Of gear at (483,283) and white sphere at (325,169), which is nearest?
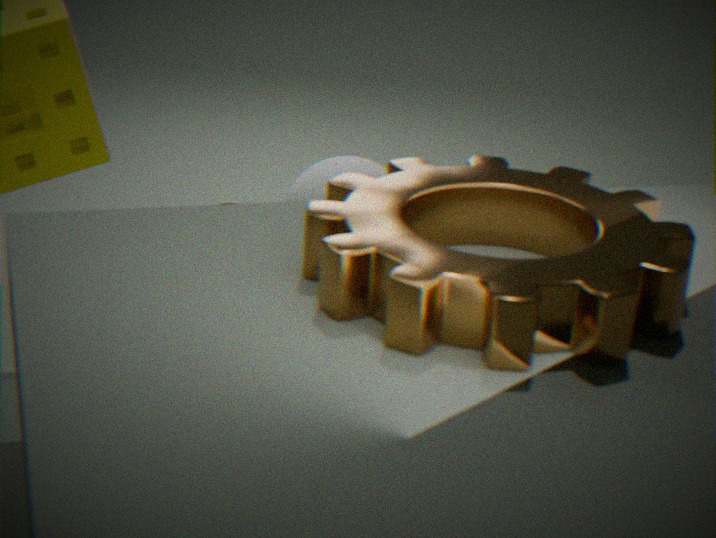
gear at (483,283)
